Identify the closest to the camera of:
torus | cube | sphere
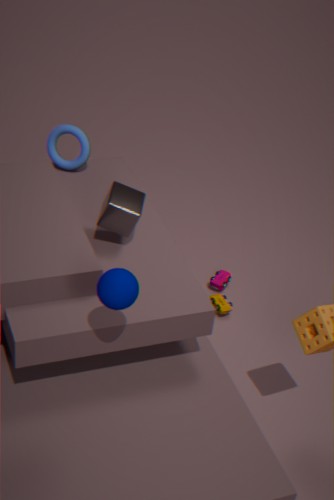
sphere
